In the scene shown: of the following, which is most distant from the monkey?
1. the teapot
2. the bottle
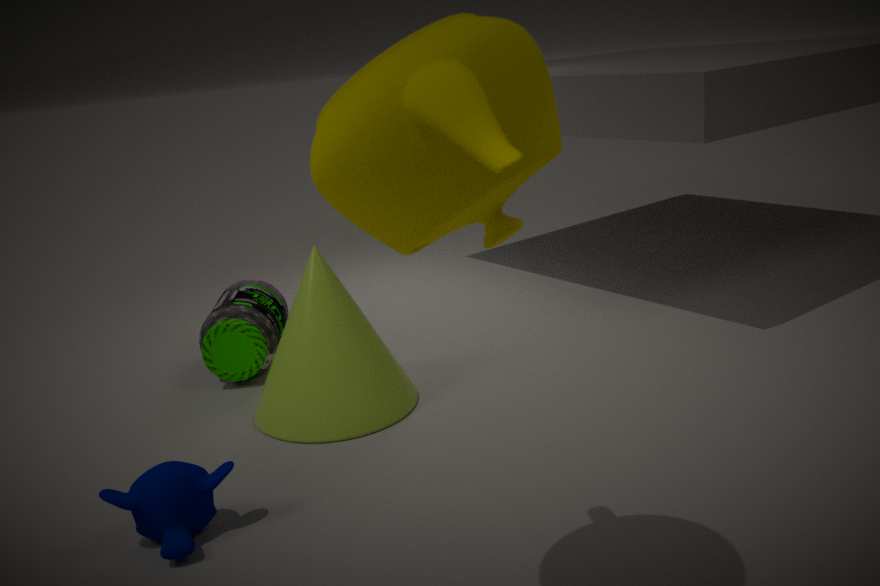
the teapot
